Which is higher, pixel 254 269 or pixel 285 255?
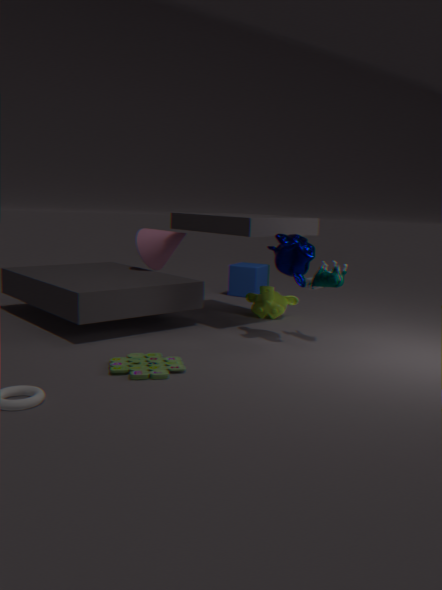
pixel 285 255
